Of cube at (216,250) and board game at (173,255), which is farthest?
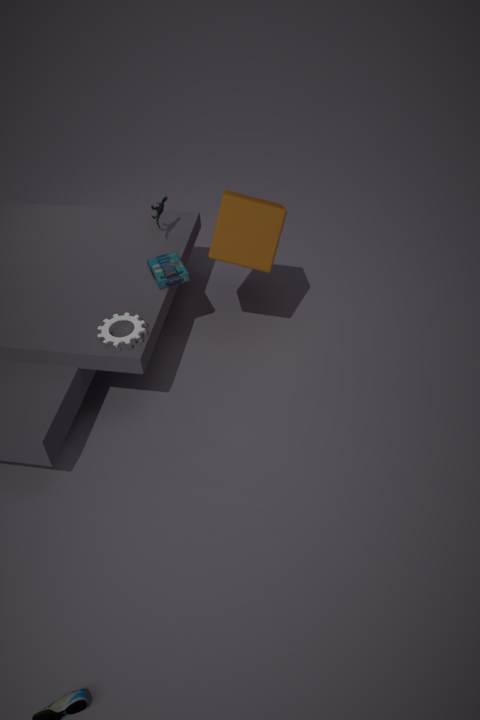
board game at (173,255)
